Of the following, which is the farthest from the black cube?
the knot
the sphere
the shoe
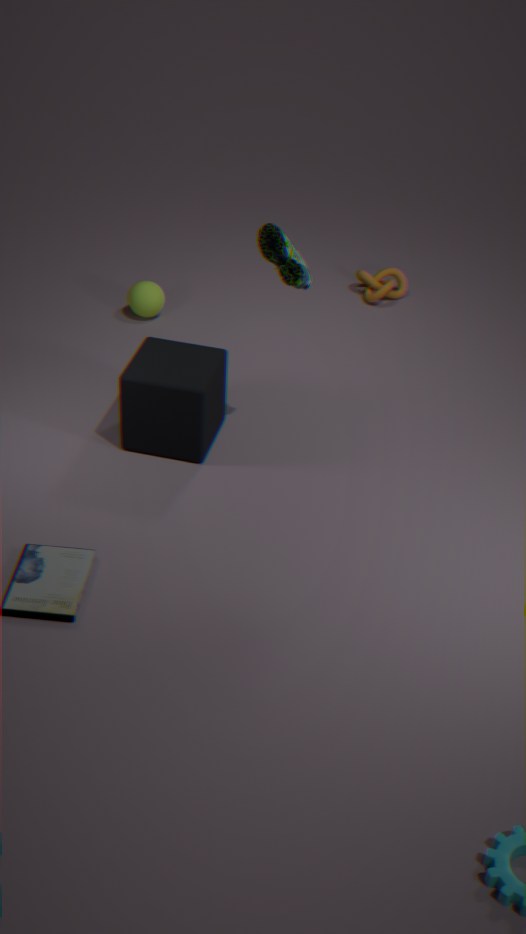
the knot
